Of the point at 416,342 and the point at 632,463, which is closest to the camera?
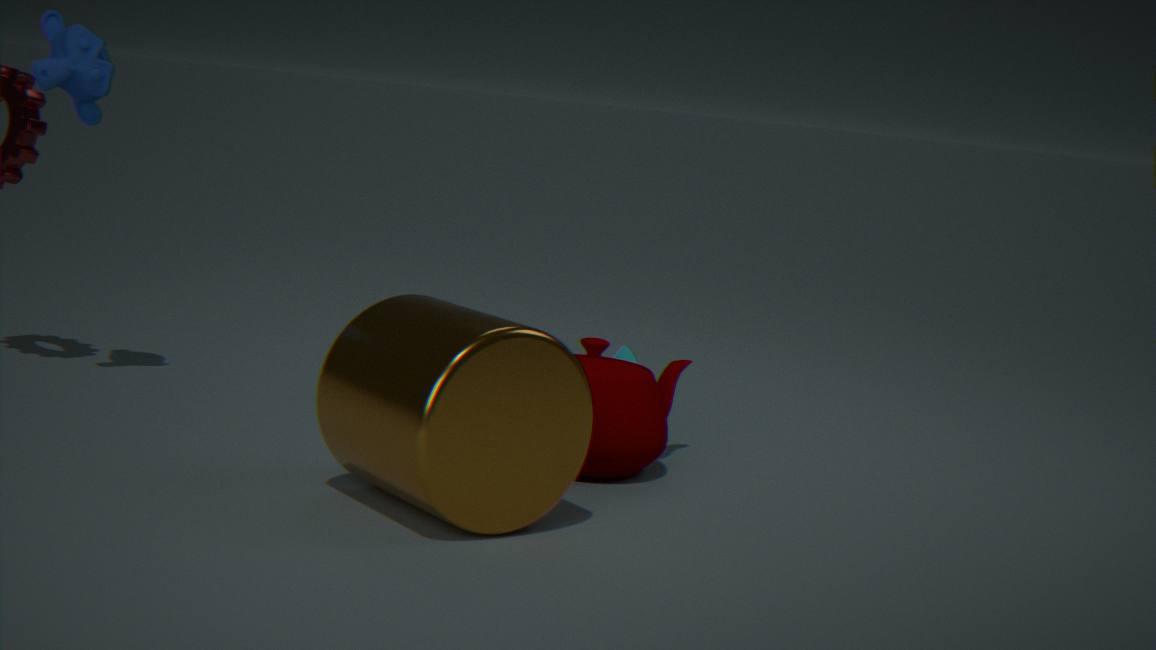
the point at 416,342
